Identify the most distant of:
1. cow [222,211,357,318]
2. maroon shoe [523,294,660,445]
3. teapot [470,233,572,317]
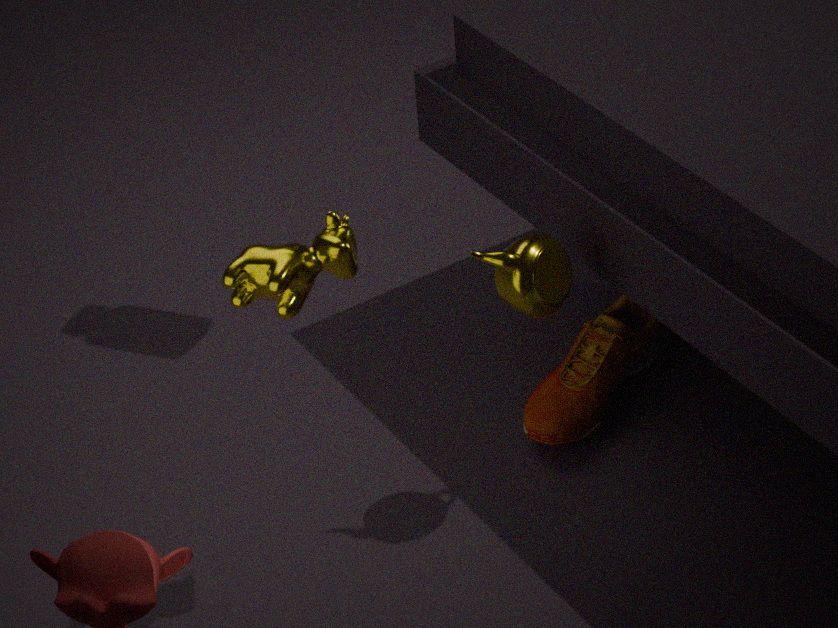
maroon shoe [523,294,660,445]
